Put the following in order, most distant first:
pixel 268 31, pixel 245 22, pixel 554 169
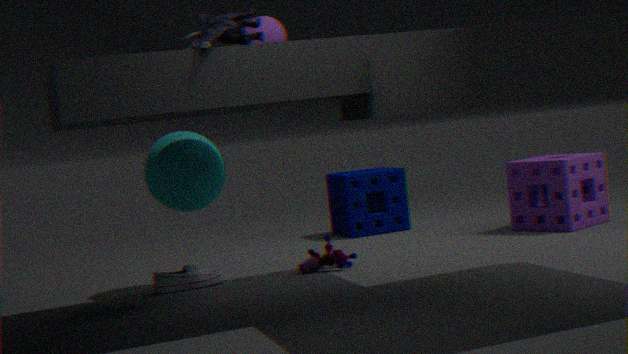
pixel 554 169 → pixel 268 31 → pixel 245 22
